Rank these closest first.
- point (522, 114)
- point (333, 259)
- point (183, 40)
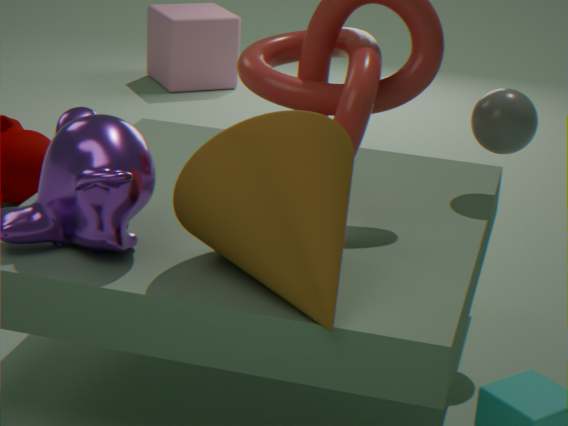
point (333, 259) → point (522, 114) → point (183, 40)
